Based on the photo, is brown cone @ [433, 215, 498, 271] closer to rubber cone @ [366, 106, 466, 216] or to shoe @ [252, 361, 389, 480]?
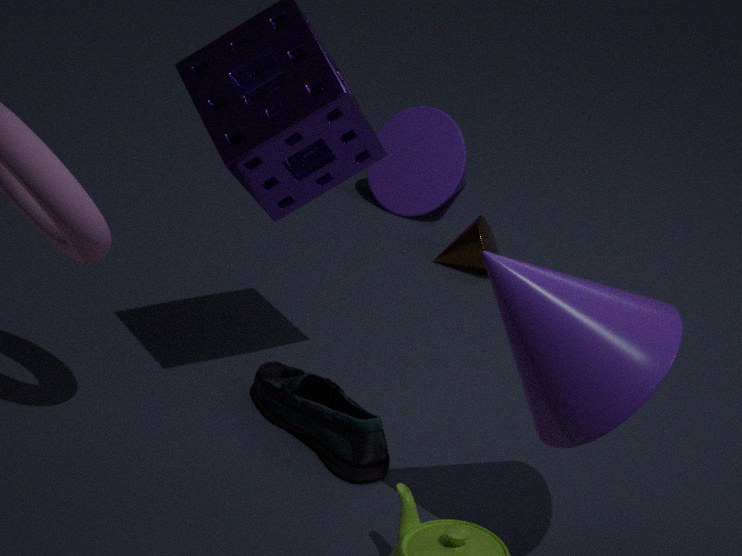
rubber cone @ [366, 106, 466, 216]
